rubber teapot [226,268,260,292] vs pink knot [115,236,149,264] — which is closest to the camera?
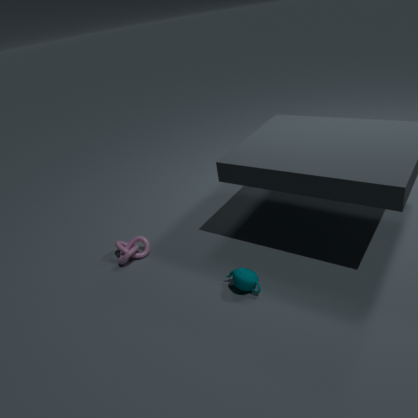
rubber teapot [226,268,260,292]
